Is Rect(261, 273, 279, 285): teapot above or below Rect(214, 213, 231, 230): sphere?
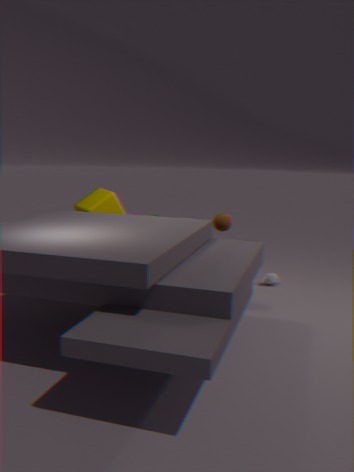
below
